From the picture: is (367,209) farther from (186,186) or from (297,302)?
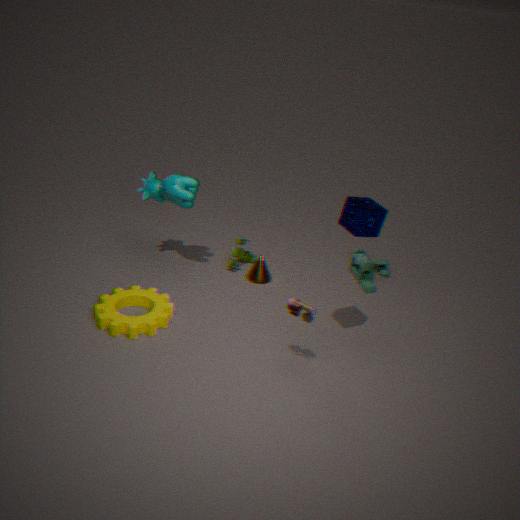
(186,186)
